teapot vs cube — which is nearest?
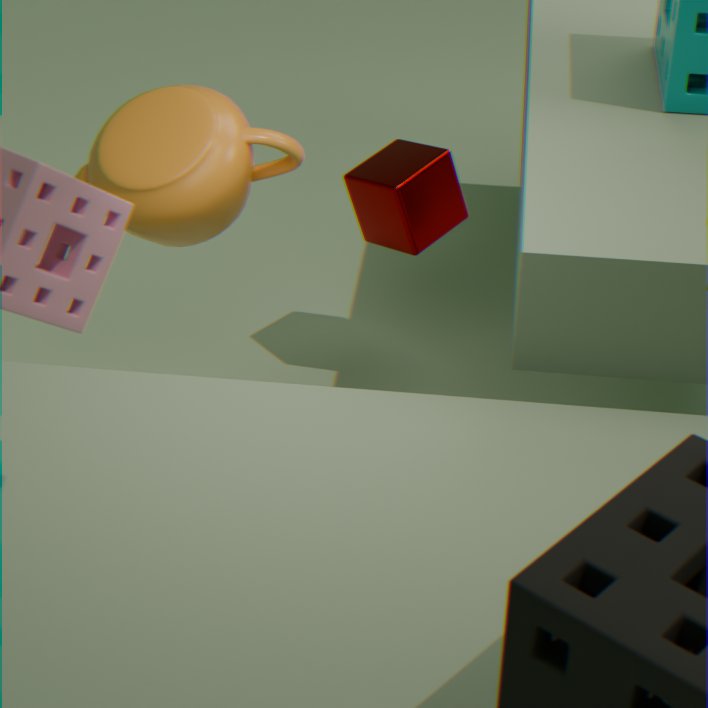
teapot
